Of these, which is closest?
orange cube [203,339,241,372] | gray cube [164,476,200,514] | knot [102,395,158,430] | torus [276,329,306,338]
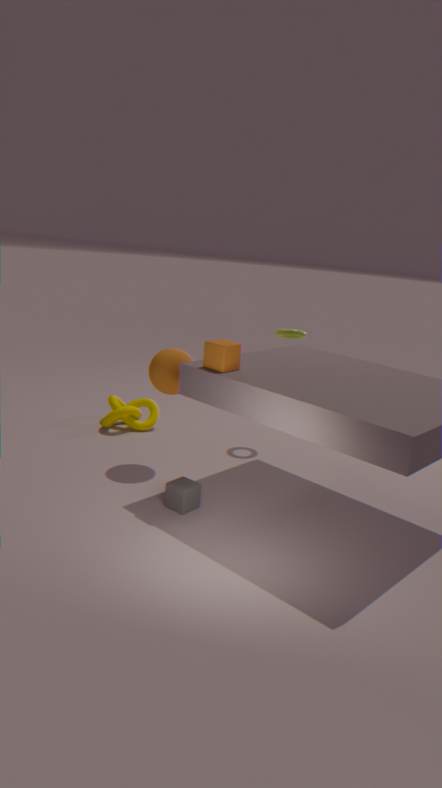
orange cube [203,339,241,372]
